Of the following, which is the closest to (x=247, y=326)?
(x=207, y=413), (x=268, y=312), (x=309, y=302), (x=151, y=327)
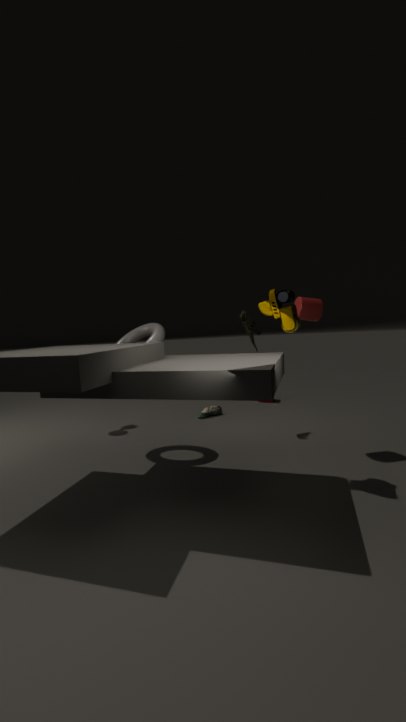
(x=309, y=302)
